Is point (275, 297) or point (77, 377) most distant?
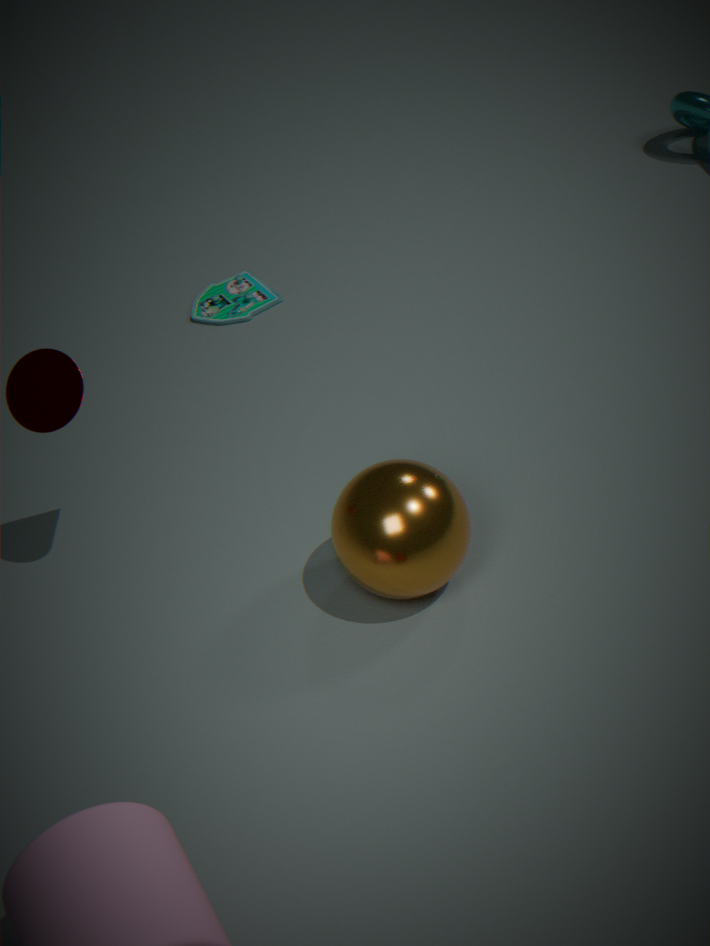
point (275, 297)
